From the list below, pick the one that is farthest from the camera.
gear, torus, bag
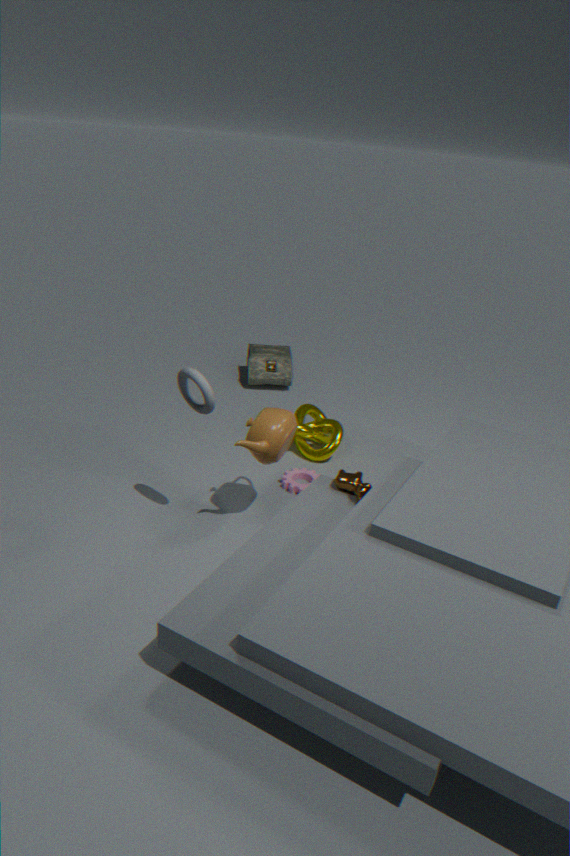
bag
